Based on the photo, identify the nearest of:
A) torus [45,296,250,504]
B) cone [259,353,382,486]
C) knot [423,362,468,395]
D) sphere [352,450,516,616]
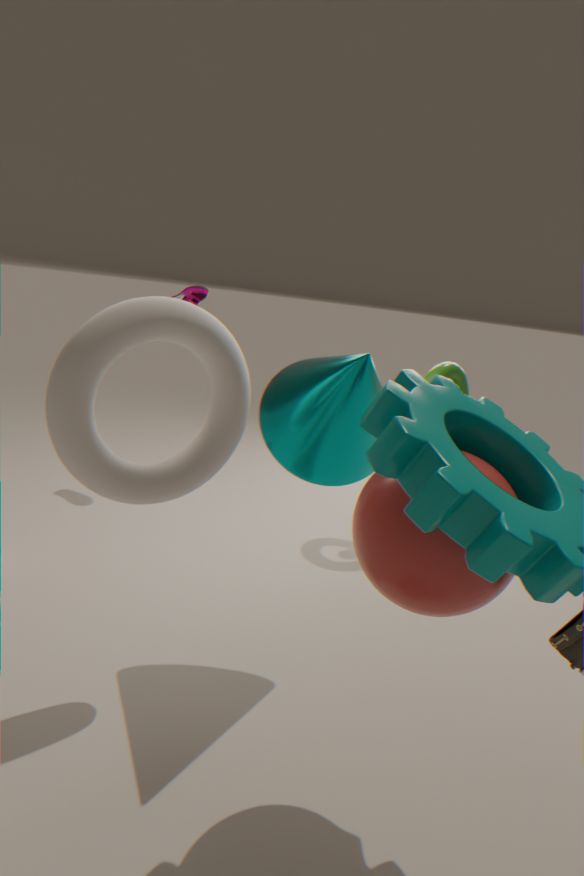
D. sphere [352,450,516,616]
